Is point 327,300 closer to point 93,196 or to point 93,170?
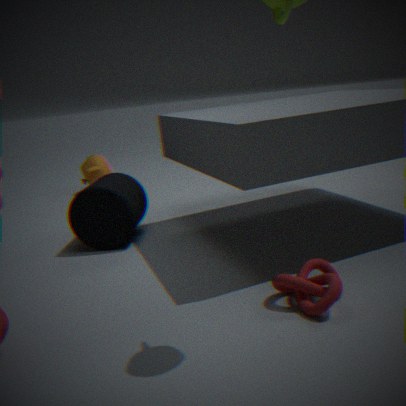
point 93,196
